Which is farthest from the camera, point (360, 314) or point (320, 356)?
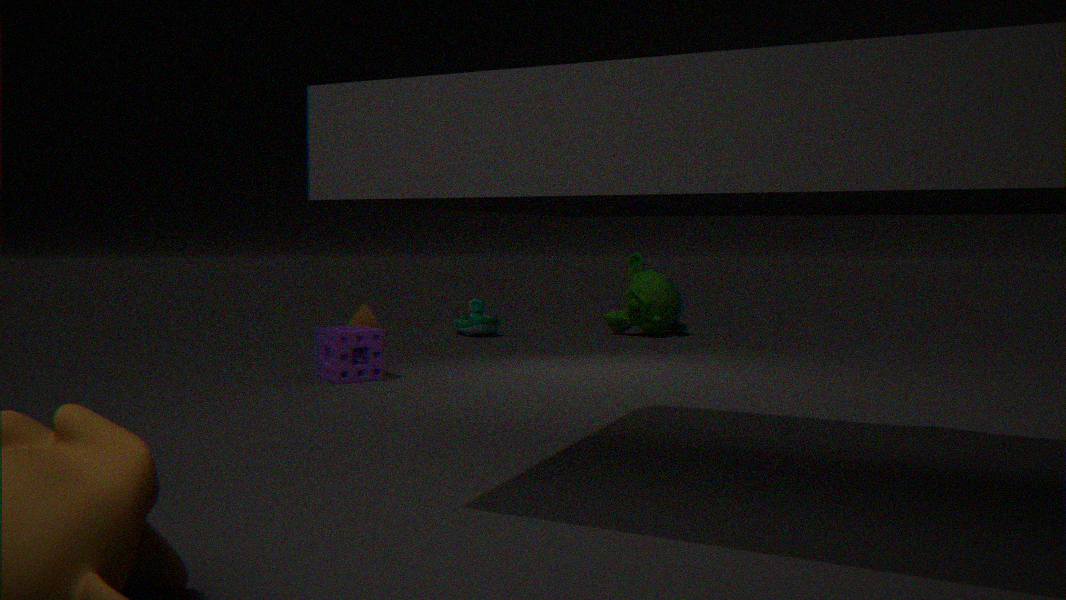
point (360, 314)
